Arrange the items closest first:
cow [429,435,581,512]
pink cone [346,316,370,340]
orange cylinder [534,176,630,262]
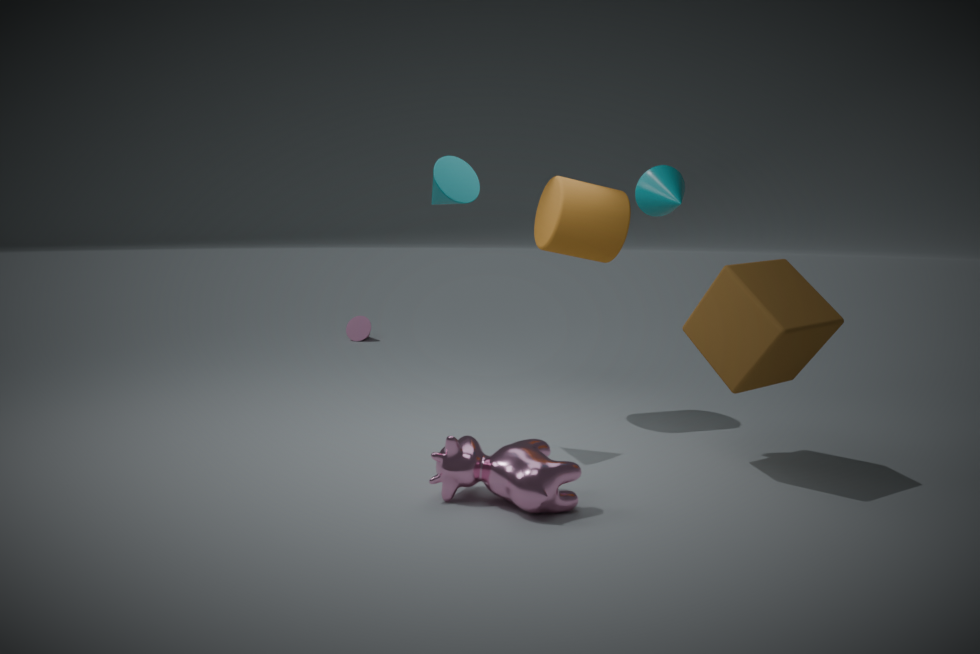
cow [429,435,581,512] < orange cylinder [534,176,630,262] < pink cone [346,316,370,340]
